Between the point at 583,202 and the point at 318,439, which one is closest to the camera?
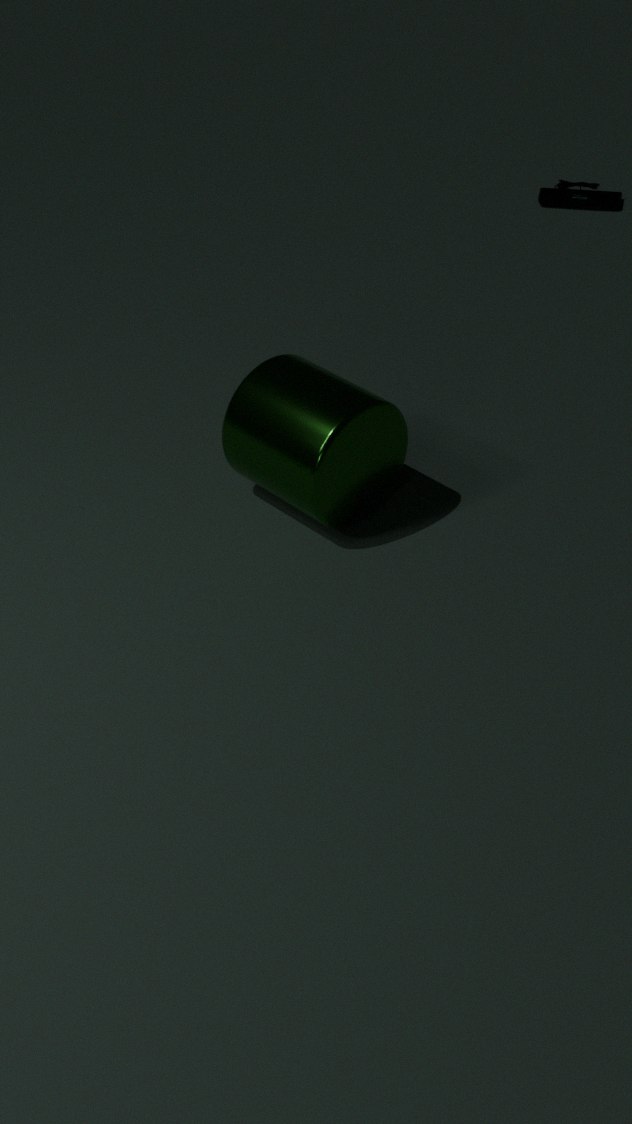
the point at 318,439
